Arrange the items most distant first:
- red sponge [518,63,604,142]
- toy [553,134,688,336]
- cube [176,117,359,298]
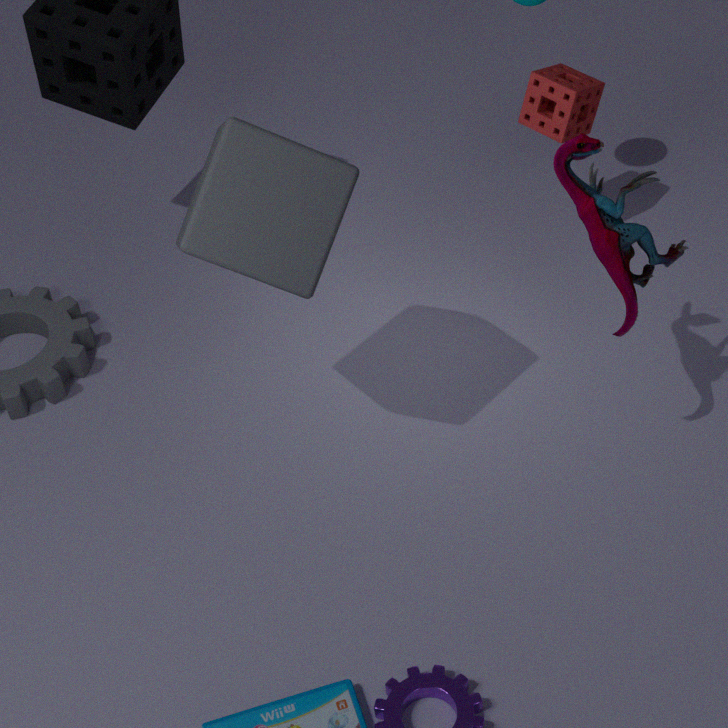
1. red sponge [518,63,604,142]
2. toy [553,134,688,336]
3. cube [176,117,359,298]
